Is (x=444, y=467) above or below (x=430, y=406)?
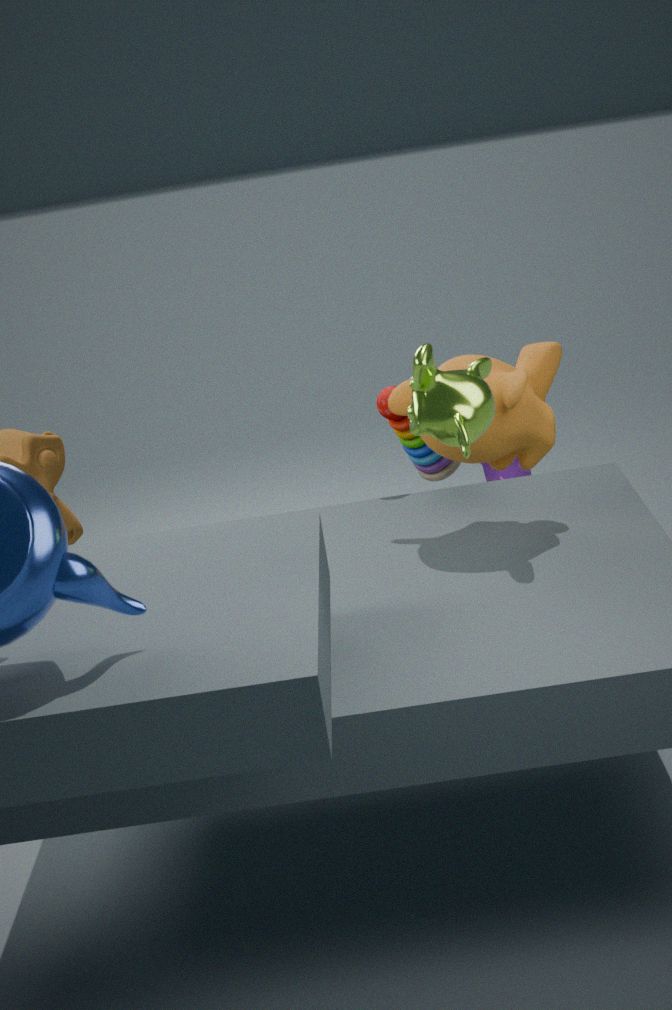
below
